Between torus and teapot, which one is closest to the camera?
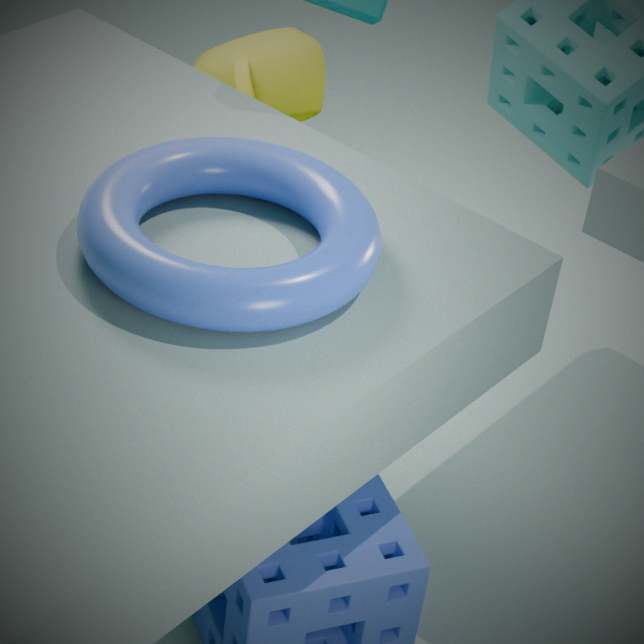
torus
